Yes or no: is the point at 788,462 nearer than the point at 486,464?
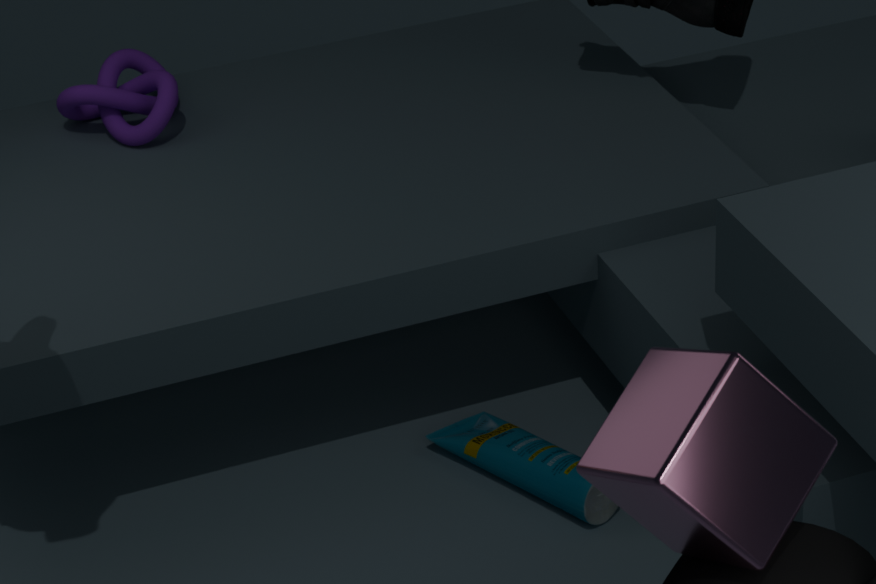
Yes
